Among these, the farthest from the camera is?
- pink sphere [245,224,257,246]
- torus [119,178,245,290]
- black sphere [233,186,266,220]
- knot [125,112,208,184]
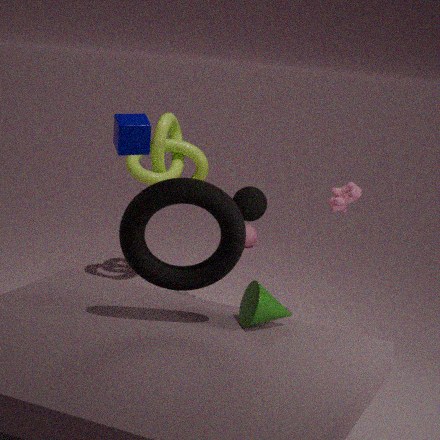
pink sphere [245,224,257,246]
